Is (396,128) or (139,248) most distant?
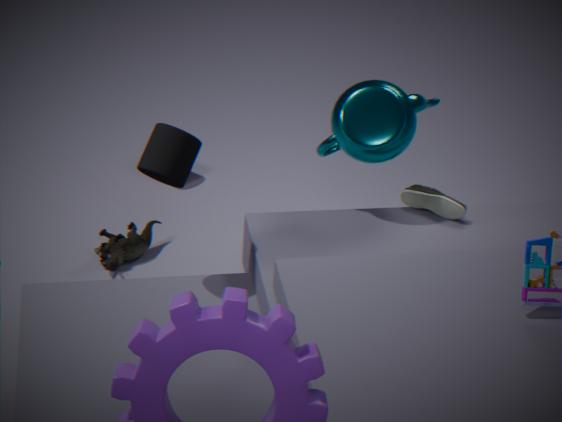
(139,248)
